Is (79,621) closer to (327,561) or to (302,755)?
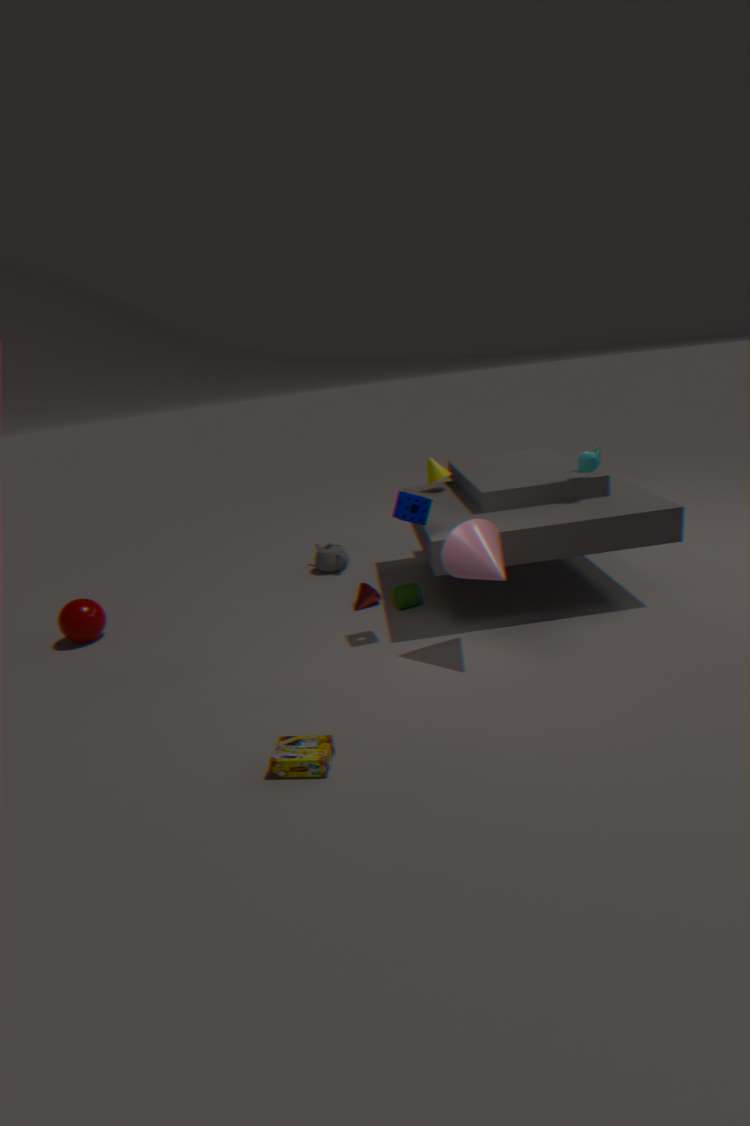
(327,561)
